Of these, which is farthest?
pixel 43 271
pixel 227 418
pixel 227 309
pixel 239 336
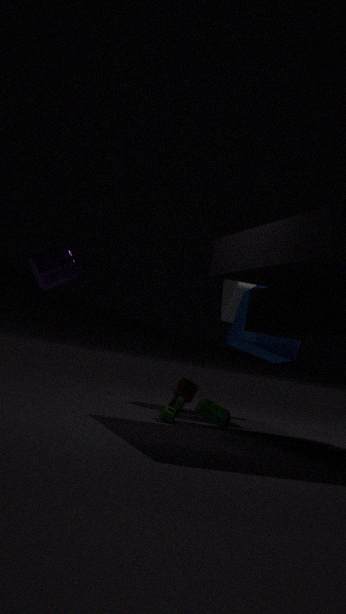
pixel 227 309
